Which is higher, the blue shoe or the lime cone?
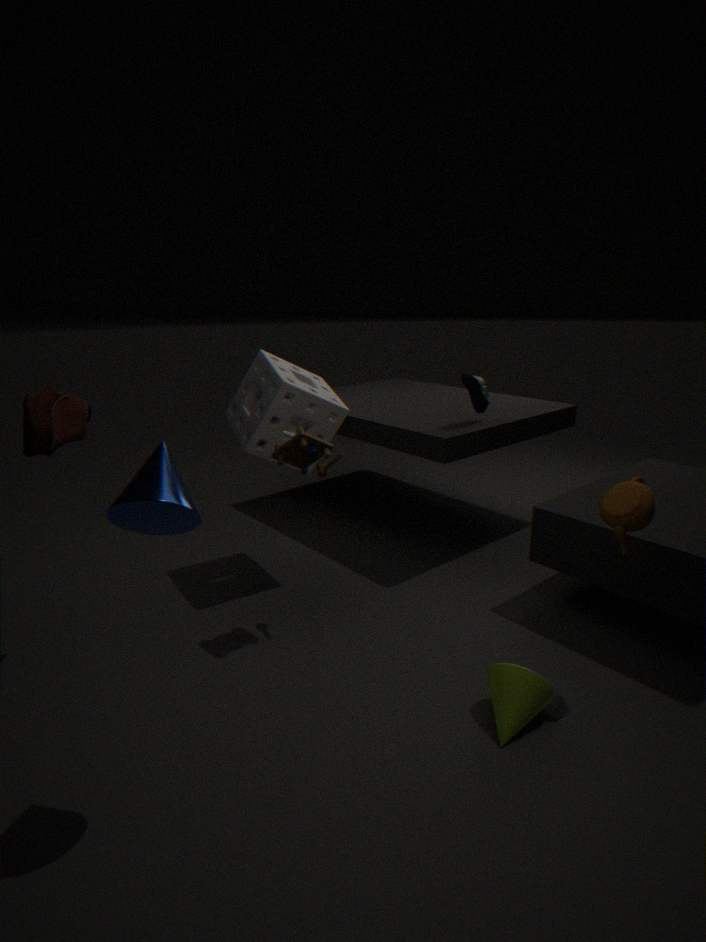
the blue shoe
